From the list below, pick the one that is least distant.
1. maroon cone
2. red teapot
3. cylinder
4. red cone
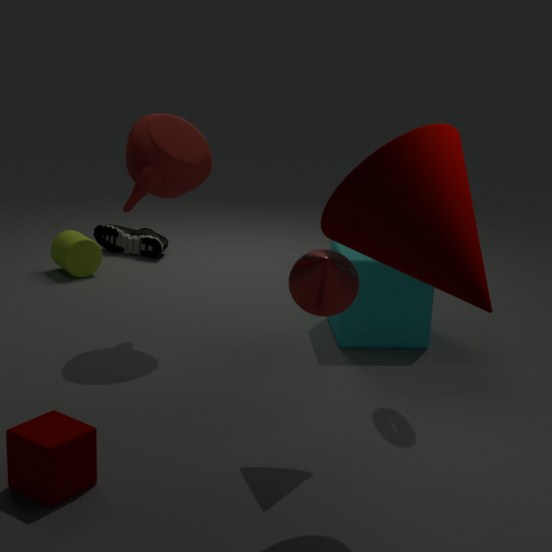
maroon cone
